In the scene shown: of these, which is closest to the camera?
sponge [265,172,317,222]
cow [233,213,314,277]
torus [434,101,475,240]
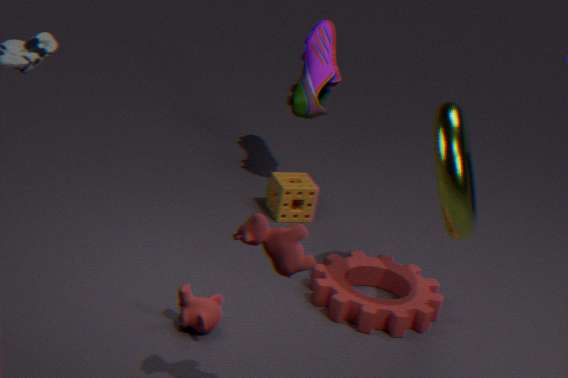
cow [233,213,314,277]
